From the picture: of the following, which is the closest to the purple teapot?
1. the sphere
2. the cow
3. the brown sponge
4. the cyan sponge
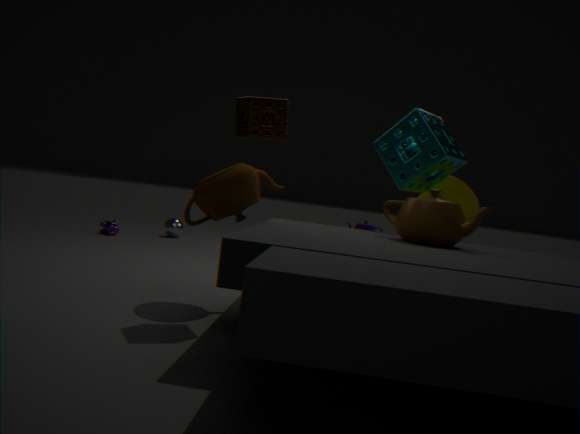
the sphere
